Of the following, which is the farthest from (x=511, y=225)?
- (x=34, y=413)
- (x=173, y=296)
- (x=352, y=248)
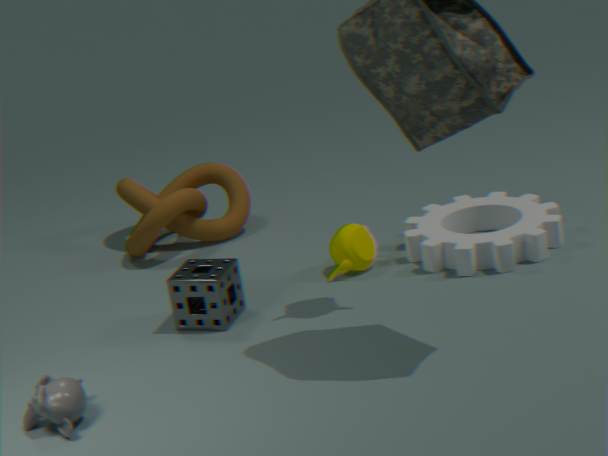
(x=34, y=413)
